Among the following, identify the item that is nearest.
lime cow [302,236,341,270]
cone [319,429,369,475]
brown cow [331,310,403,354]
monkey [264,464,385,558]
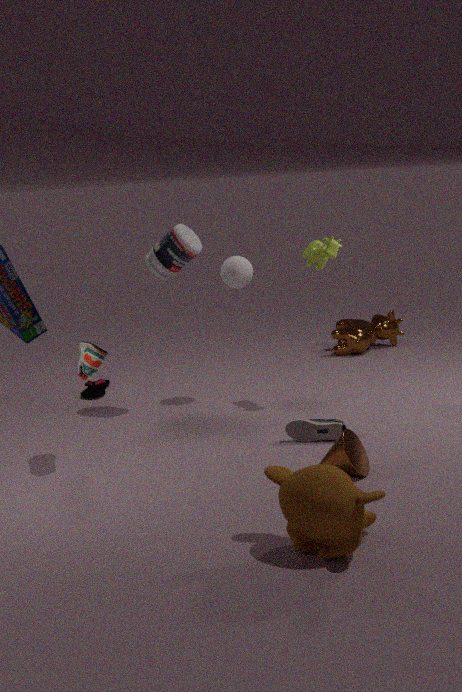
monkey [264,464,385,558]
